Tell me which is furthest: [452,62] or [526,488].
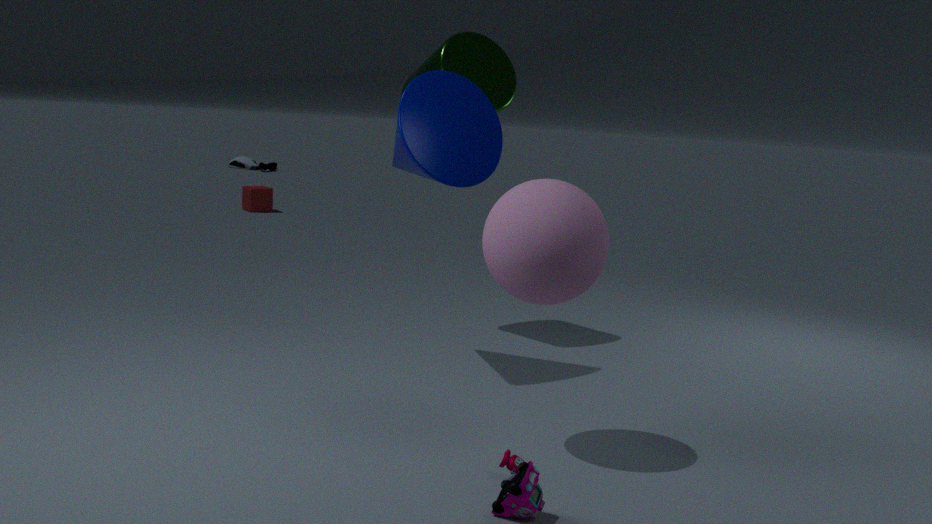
[452,62]
